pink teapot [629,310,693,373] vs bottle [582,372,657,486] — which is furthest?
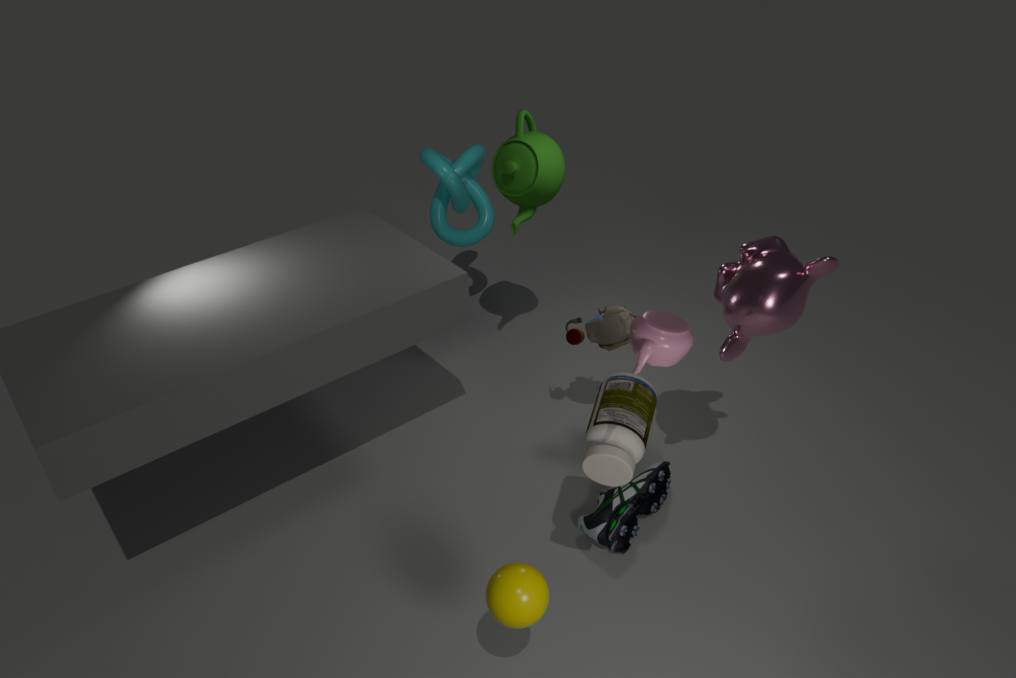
bottle [582,372,657,486]
